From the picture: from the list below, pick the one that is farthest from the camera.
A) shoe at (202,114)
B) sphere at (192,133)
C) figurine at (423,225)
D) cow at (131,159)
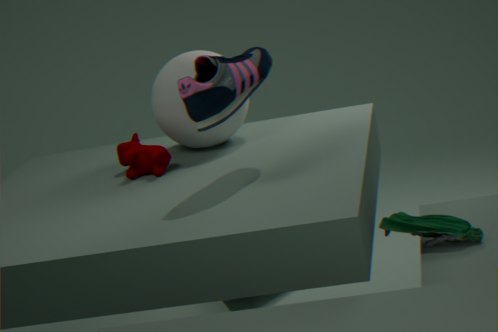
sphere at (192,133)
